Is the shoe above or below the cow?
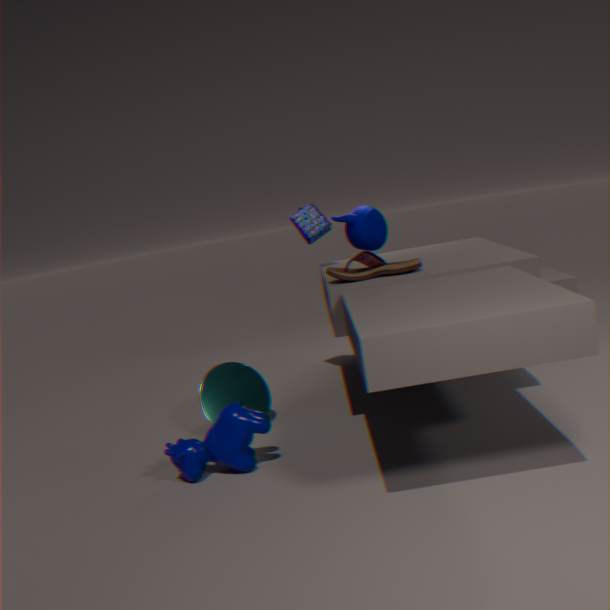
above
